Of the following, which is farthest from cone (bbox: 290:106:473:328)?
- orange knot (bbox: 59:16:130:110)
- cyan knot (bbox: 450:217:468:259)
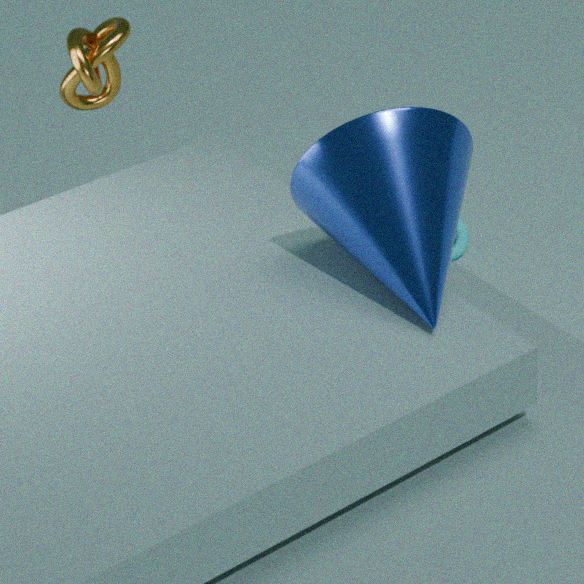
cyan knot (bbox: 450:217:468:259)
